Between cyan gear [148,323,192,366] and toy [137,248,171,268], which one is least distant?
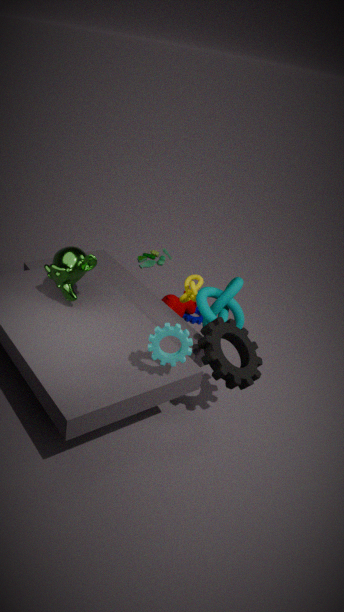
cyan gear [148,323,192,366]
